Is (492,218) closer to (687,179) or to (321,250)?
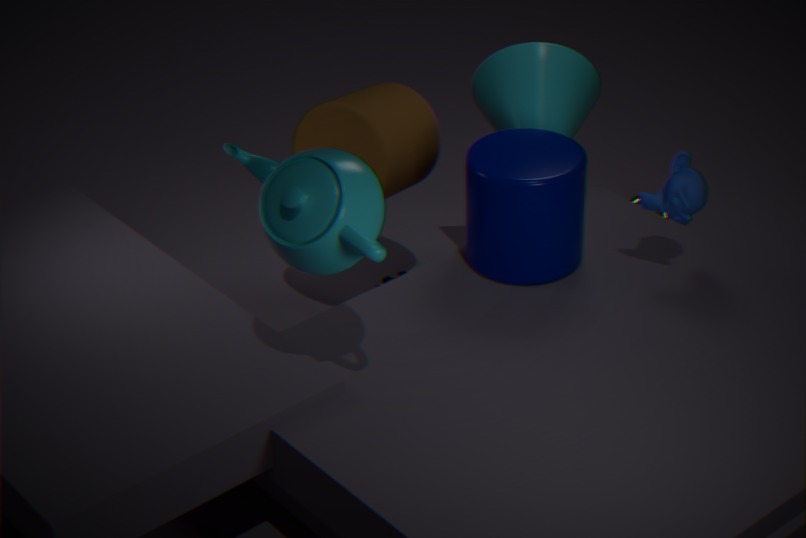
(687,179)
